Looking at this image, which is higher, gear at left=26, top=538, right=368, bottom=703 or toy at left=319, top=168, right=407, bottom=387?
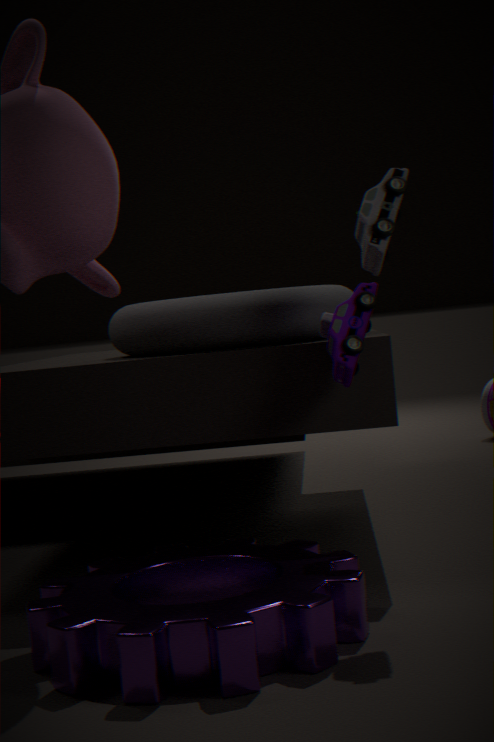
toy at left=319, top=168, right=407, bottom=387
